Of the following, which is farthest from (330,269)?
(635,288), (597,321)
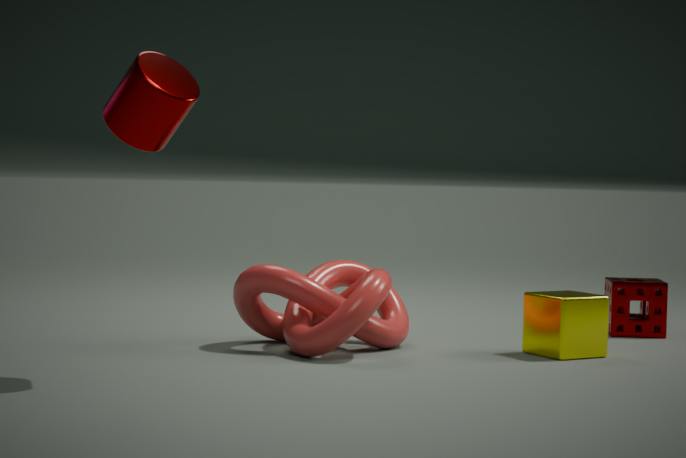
(635,288)
